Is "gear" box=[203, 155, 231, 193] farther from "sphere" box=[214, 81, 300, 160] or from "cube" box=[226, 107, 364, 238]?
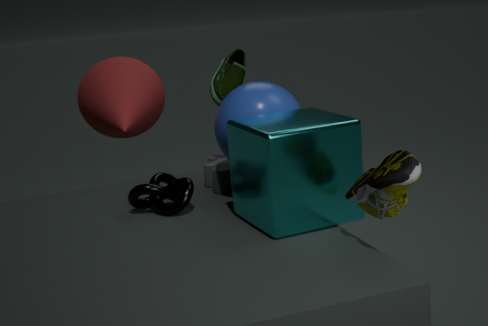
"cube" box=[226, 107, 364, 238]
